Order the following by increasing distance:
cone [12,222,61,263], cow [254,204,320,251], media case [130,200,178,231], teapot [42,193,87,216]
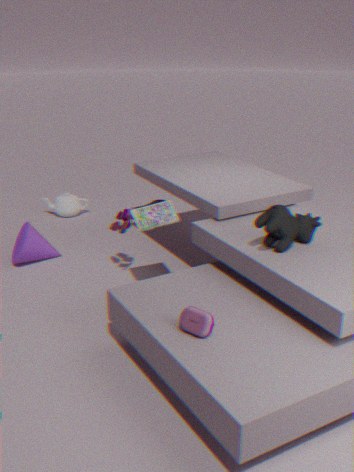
cow [254,204,320,251], media case [130,200,178,231], cone [12,222,61,263], teapot [42,193,87,216]
